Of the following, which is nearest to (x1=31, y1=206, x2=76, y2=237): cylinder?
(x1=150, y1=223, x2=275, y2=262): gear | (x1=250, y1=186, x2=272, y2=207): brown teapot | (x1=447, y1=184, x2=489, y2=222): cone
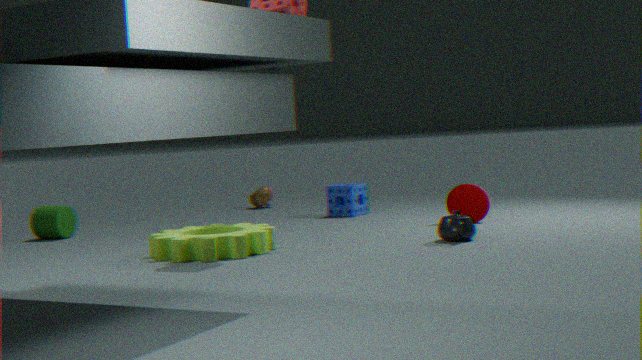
(x1=150, y1=223, x2=275, y2=262): gear
